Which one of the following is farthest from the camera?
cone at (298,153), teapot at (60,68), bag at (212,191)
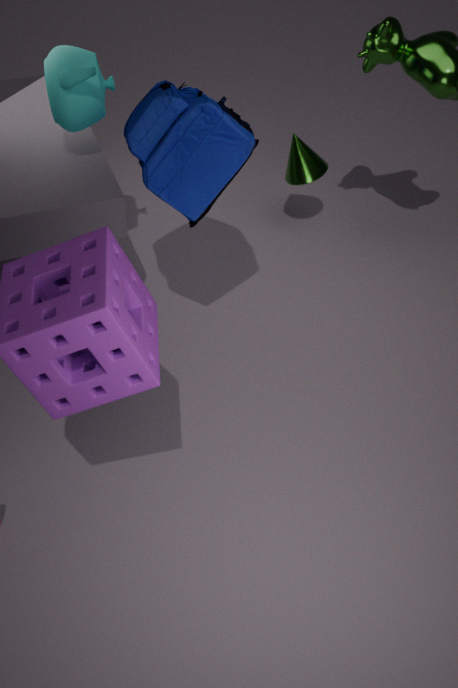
cone at (298,153)
